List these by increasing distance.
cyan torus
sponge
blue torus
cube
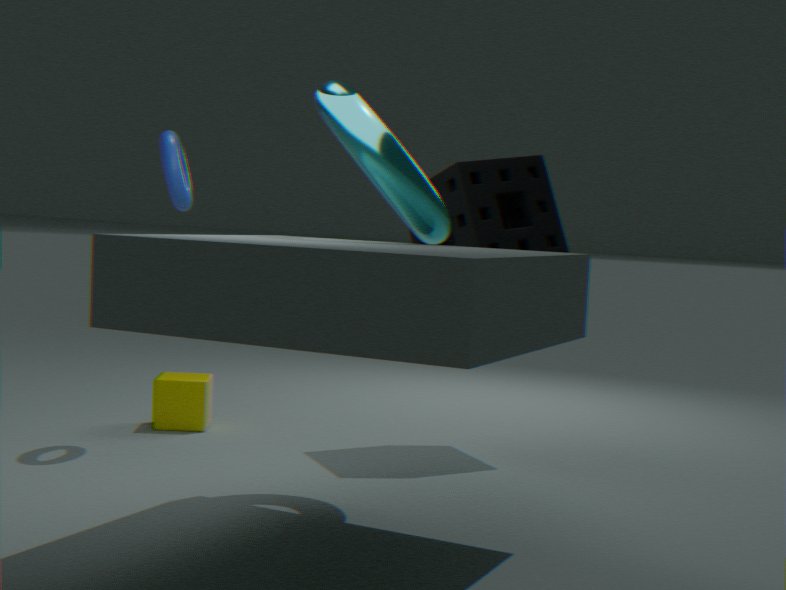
cyan torus < blue torus < sponge < cube
